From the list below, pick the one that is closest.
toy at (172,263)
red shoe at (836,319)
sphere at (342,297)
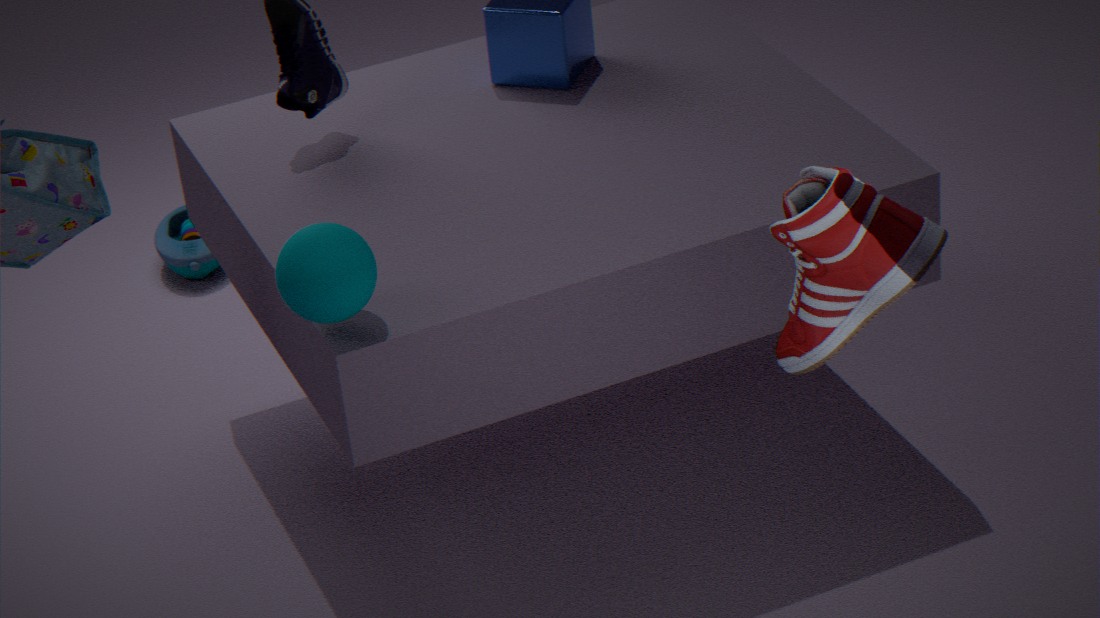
red shoe at (836,319)
